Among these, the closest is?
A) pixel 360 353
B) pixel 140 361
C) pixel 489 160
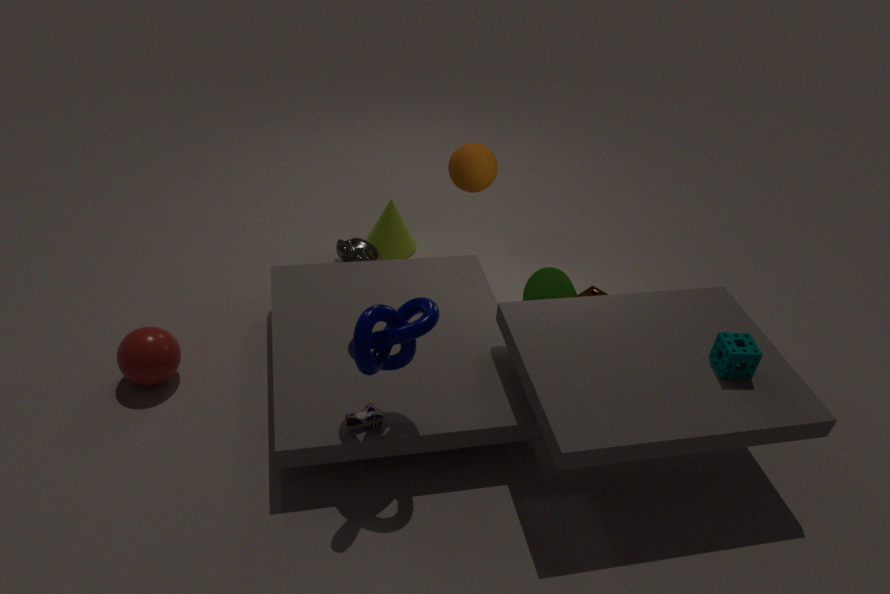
pixel 360 353
